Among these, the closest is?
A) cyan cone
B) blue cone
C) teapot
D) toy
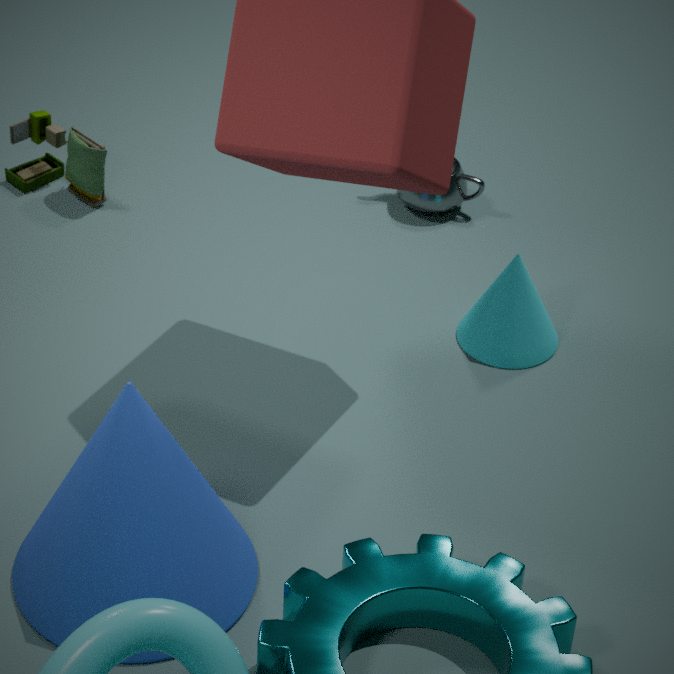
blue cone
